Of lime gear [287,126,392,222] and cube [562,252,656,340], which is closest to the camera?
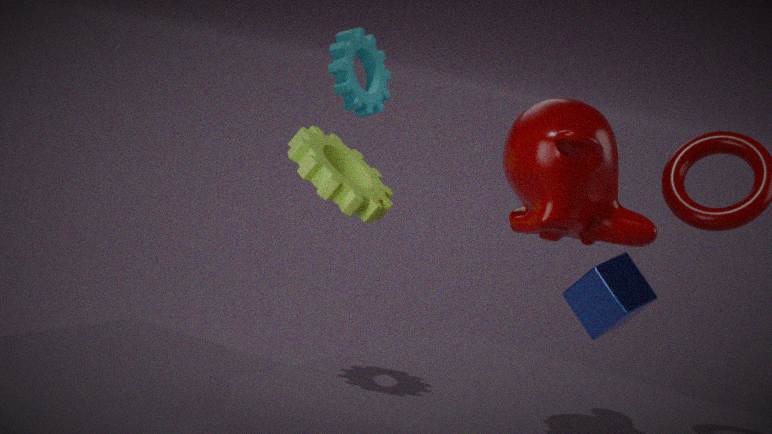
→ lime gear [287,126,392,222]
